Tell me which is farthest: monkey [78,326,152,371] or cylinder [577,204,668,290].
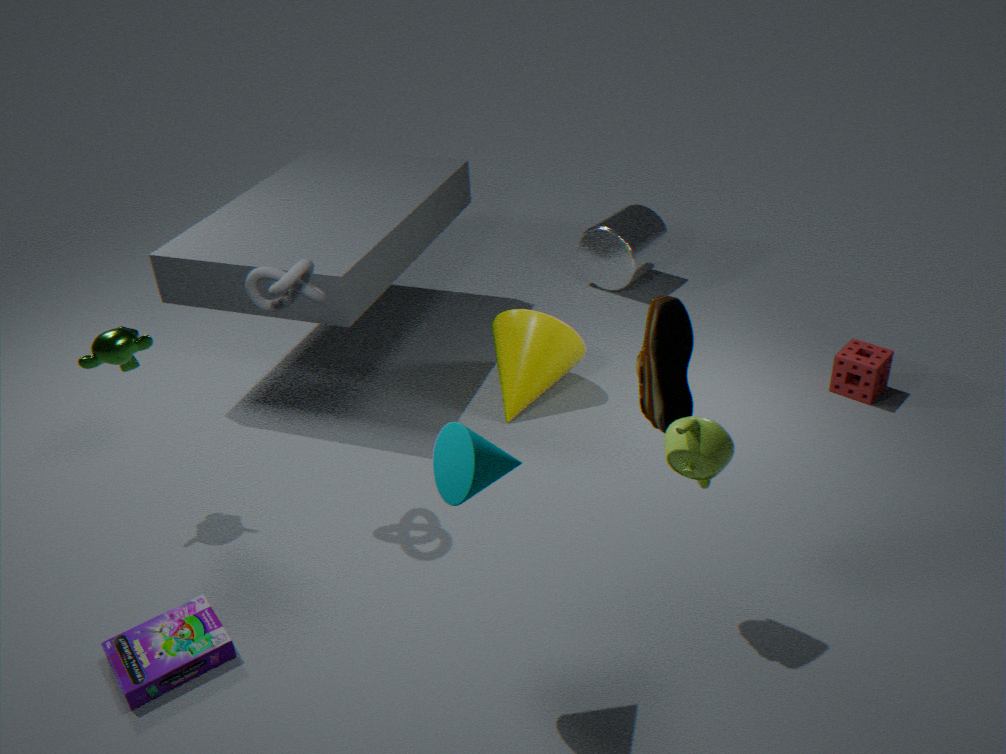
cylinder [577,204,668,290]
